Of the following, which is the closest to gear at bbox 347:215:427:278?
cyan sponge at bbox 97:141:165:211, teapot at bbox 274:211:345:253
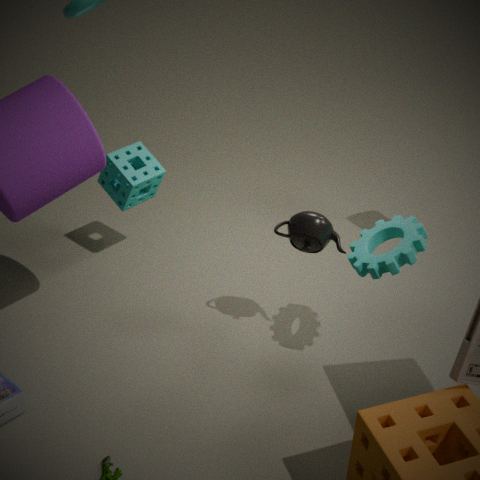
teapot at bbox 274:211:345:253
